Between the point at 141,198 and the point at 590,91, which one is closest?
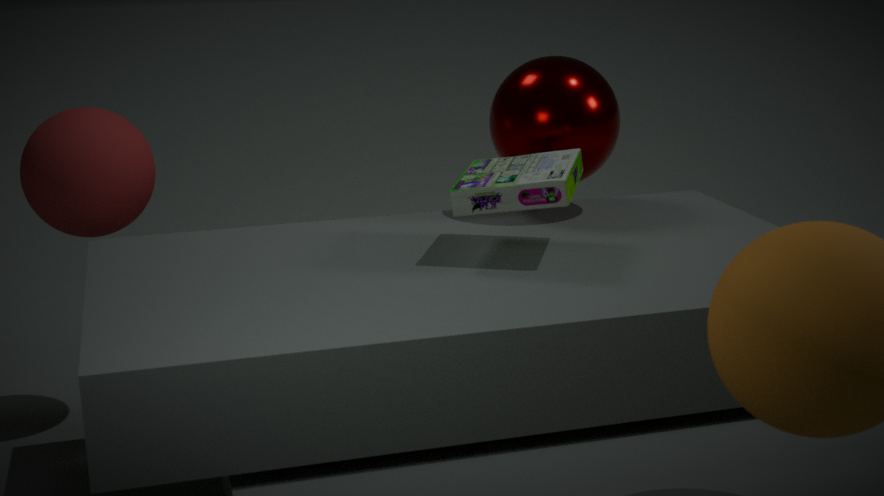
the point at 590,91
